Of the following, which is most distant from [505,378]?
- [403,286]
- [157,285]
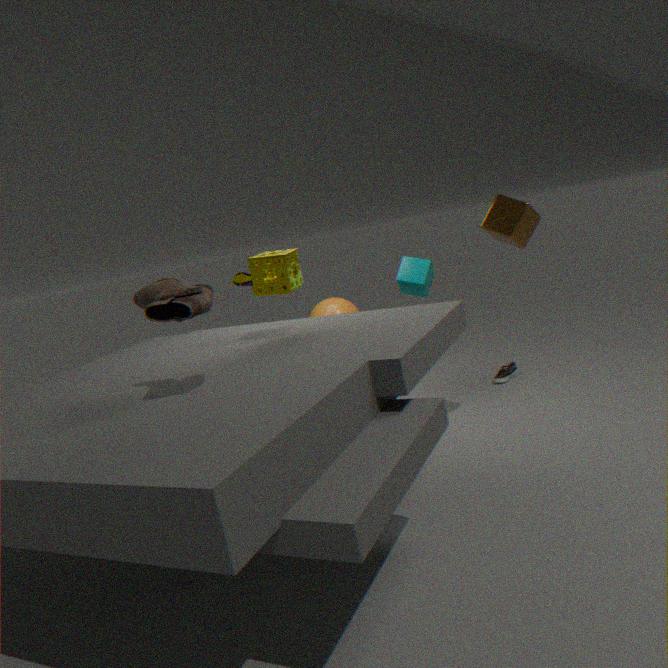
[157,285]
